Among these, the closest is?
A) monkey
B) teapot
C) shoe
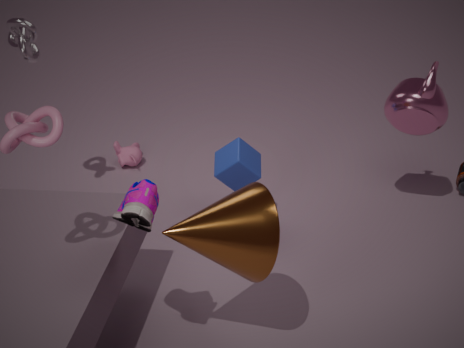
shoe
